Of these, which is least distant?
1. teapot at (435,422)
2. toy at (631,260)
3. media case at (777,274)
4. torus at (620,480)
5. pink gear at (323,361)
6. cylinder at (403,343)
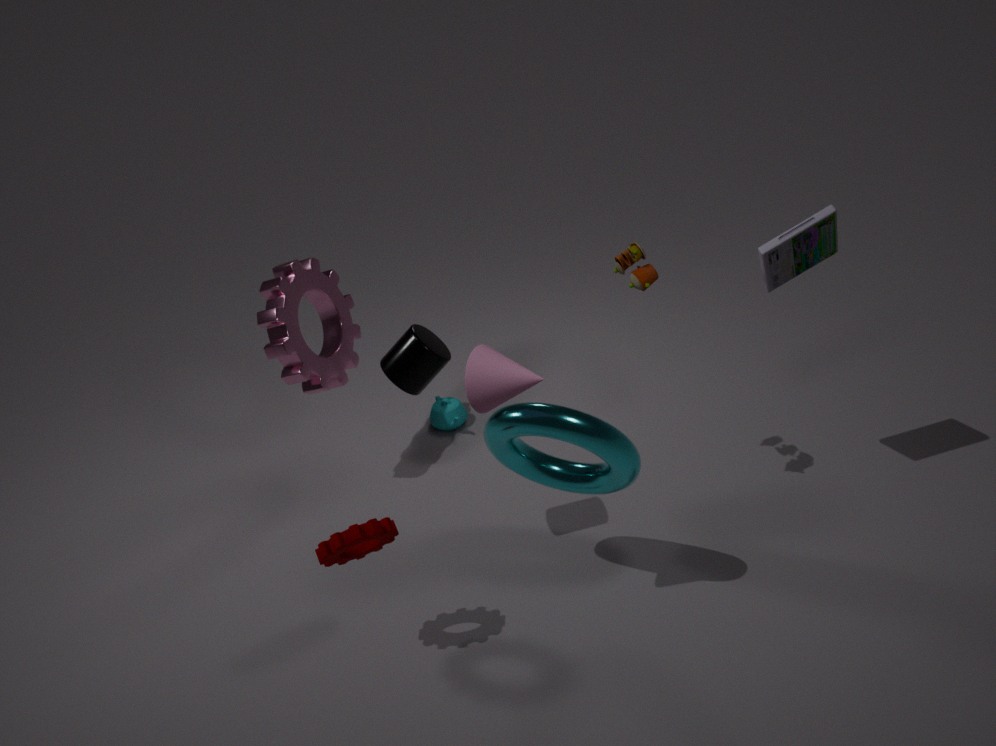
torus at (620,480)
